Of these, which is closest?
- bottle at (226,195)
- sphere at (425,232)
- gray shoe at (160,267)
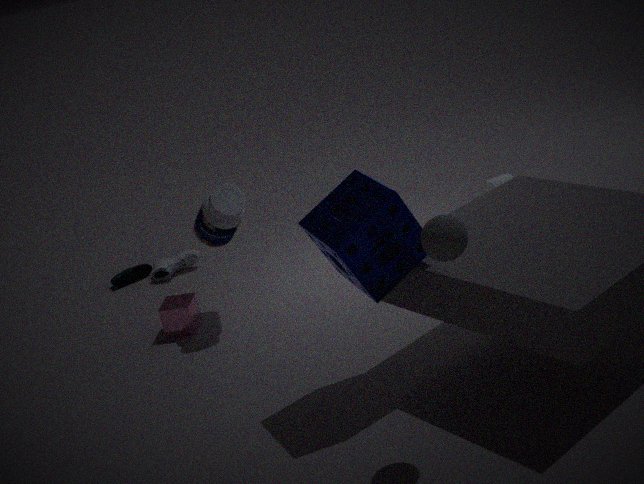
sphere at (425,232)
